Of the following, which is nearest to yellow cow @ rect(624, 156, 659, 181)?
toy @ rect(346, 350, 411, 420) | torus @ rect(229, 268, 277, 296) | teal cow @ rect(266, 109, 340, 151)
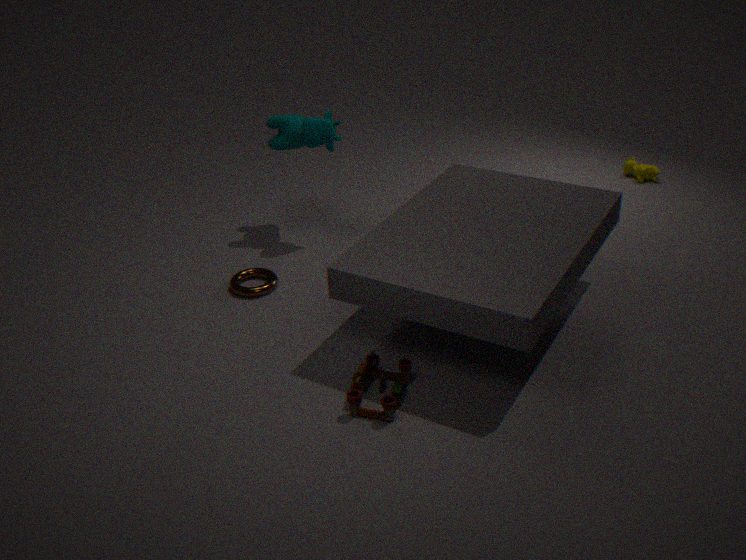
teal cow @ rect(266, 109, 340, 151)
